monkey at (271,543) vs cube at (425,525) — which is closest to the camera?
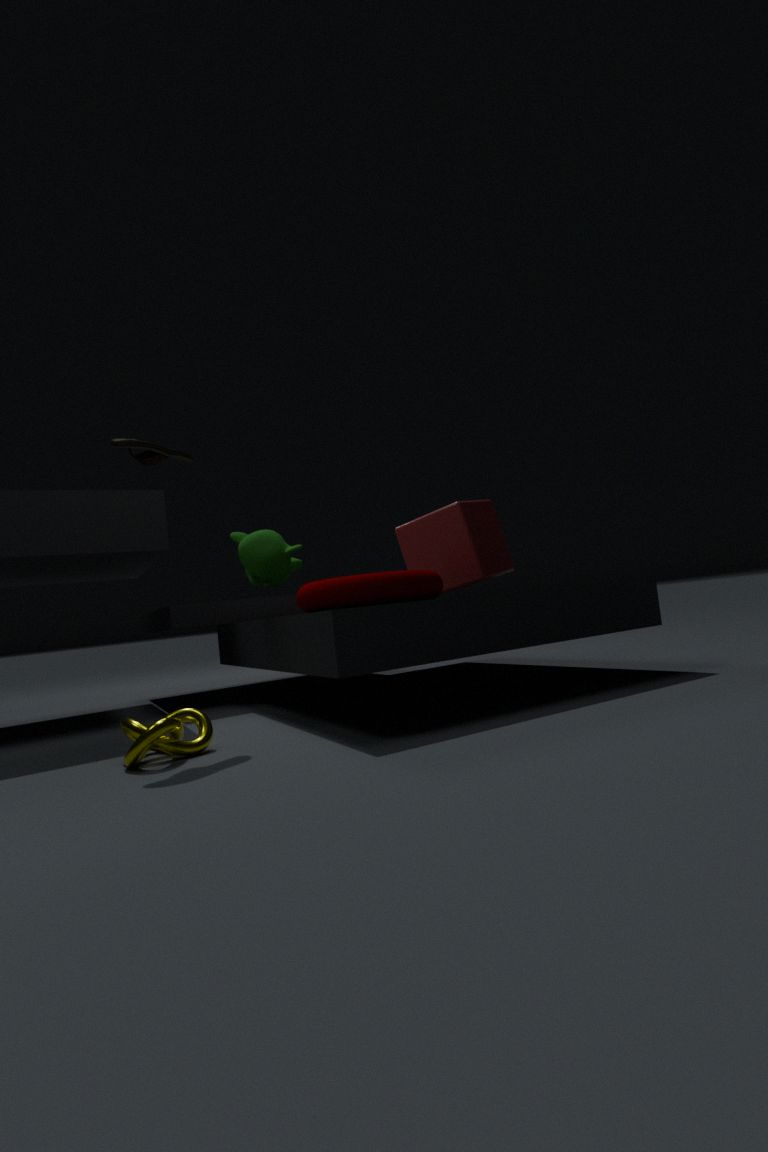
cube at (425,525)
